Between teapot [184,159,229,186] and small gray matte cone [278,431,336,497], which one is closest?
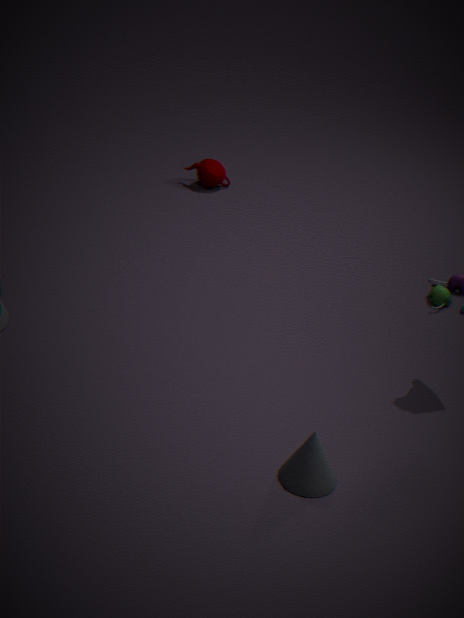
small gray matte cone [278,431,336,497]
